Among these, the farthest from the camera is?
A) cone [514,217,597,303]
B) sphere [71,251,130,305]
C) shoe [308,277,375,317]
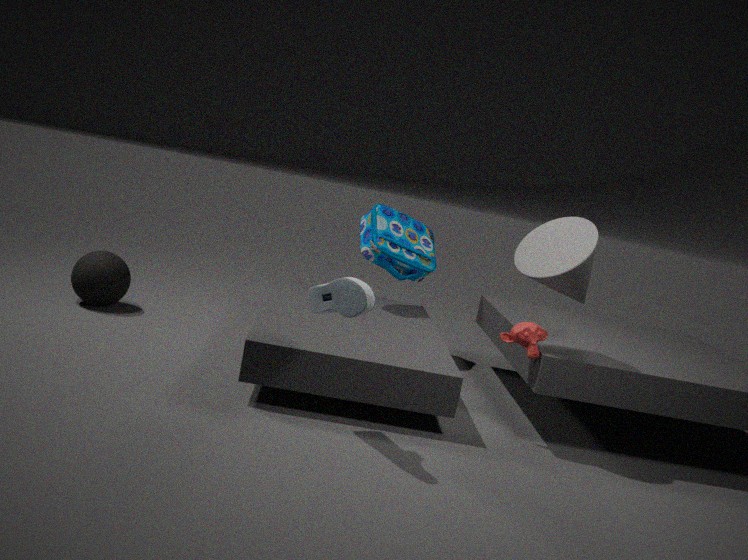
sphere [71,251,130,305]
